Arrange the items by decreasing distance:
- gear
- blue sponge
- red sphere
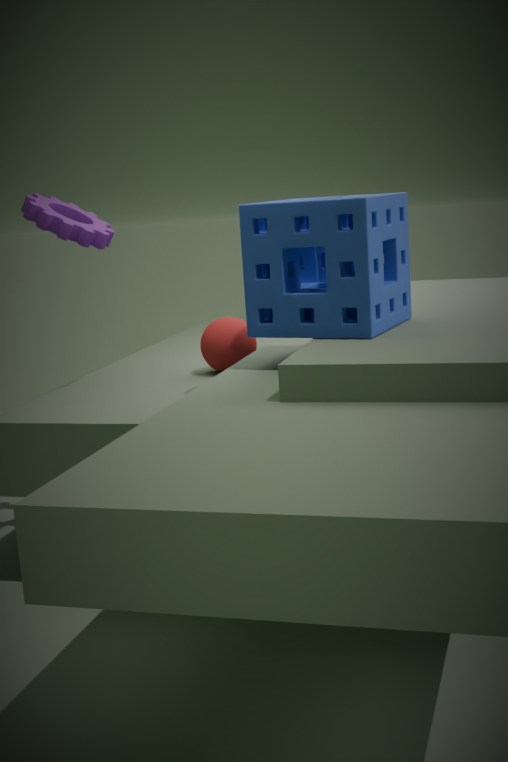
red sphere < gear < blue sponge
